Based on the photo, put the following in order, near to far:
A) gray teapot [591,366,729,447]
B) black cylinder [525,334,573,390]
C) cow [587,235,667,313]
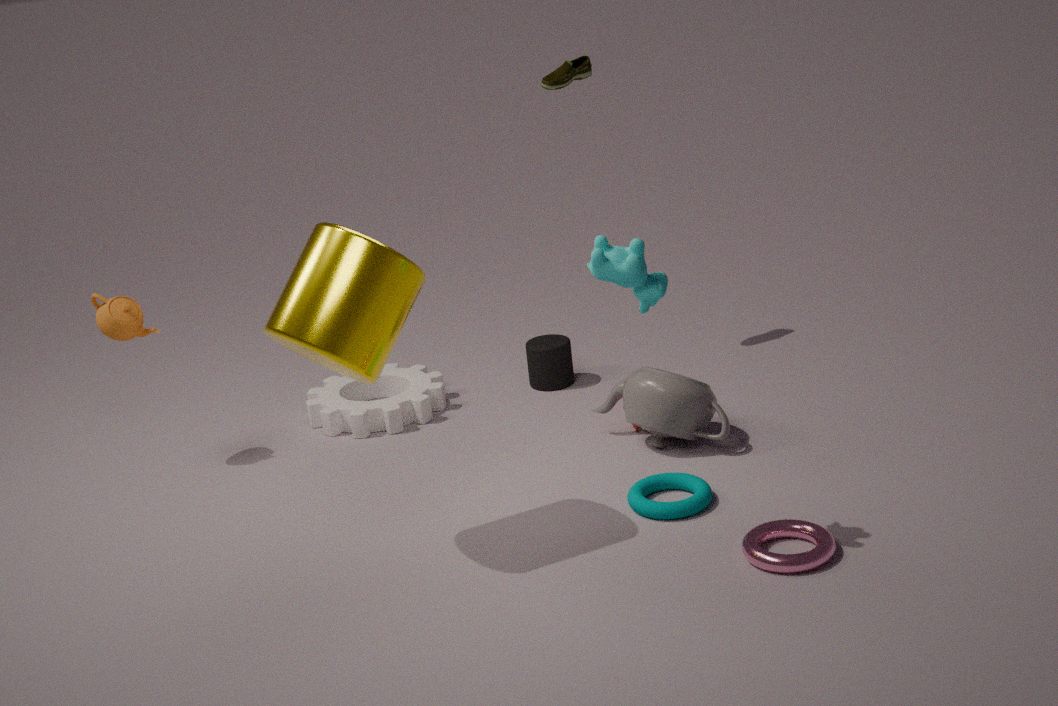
cow [587,235,667,313] < gray teapot [591,366,729,447] < black cylinder [525,334,573,390]
